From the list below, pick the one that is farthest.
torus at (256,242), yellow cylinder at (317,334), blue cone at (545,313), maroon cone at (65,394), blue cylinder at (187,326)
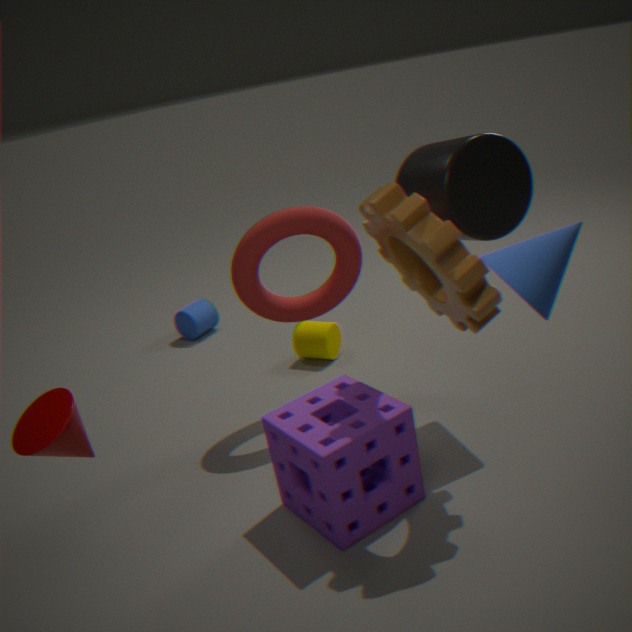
blue cylinder at (187,326)
